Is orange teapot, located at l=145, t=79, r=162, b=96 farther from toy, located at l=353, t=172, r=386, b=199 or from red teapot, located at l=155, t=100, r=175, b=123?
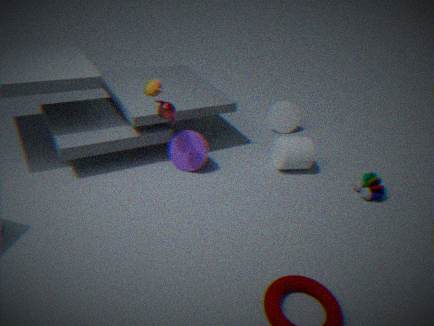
toy, located at l=353, t=172, r=386, b=199
